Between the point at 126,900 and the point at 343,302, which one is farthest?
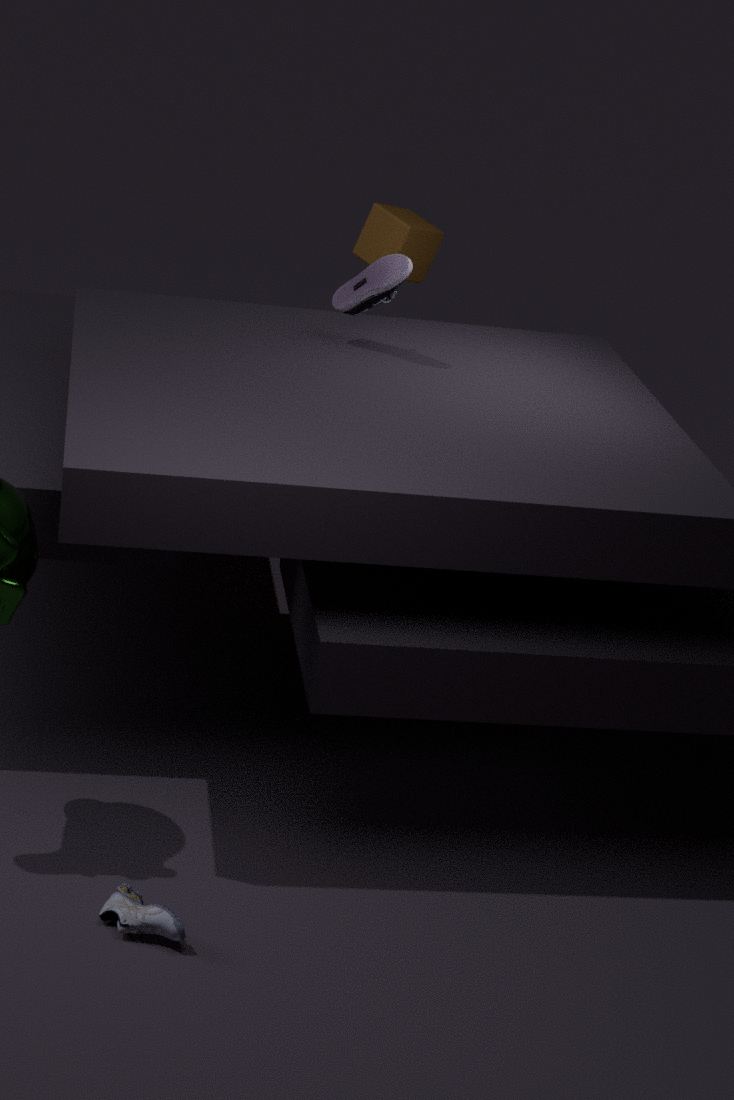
the point at 343,302
